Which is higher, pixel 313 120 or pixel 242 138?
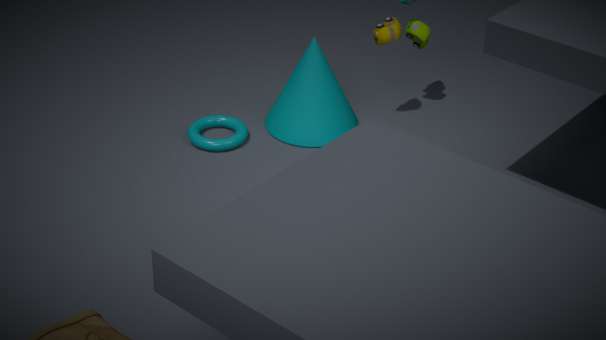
pixel 313 120
